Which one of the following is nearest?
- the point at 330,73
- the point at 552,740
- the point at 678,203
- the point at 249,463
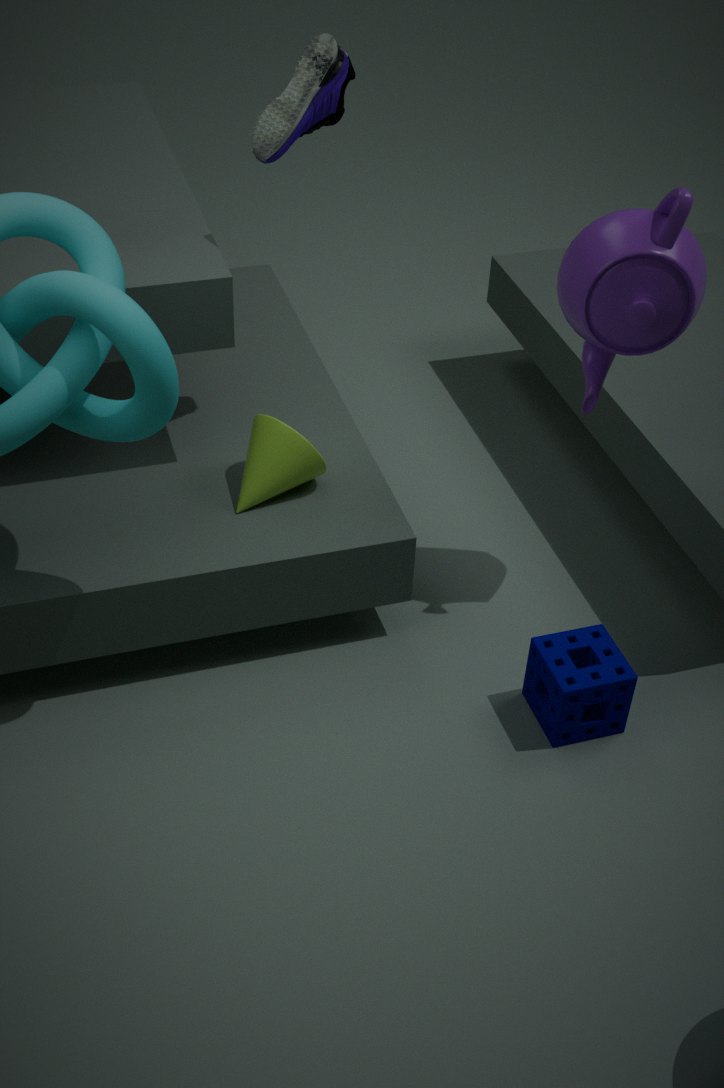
the point at 678,203
